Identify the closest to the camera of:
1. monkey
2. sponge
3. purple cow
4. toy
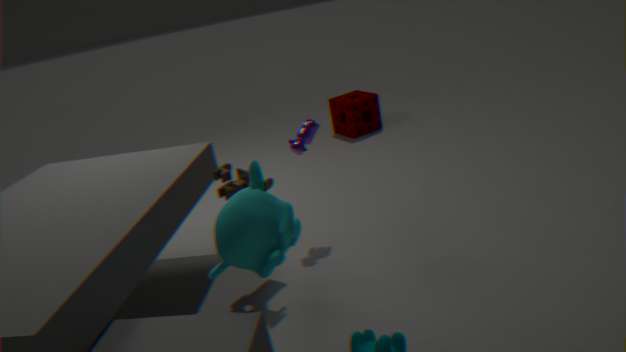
monkey
